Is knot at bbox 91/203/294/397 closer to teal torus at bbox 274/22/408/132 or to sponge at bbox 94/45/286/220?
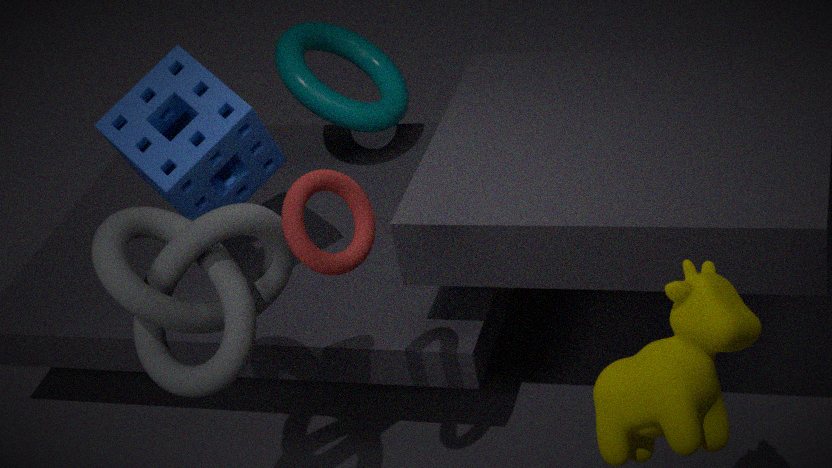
sponge at bbox 94/45/286/220
